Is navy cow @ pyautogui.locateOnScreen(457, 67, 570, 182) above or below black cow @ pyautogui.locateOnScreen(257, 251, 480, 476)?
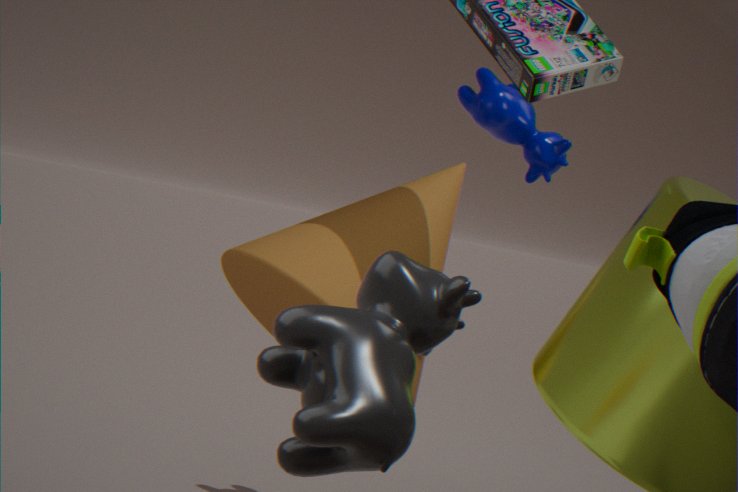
above
